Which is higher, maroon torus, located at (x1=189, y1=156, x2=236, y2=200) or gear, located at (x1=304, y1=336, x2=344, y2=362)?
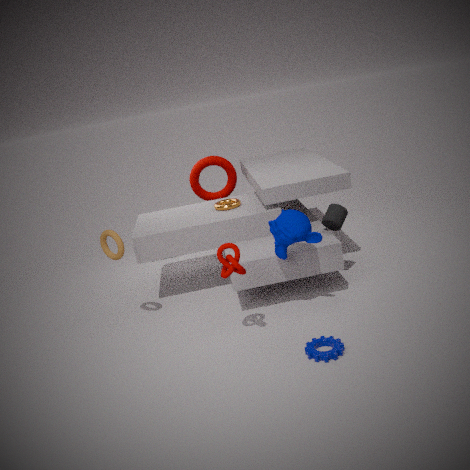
maroon torus, located at (x1=189, y1=156, x2=236, y2=200)
